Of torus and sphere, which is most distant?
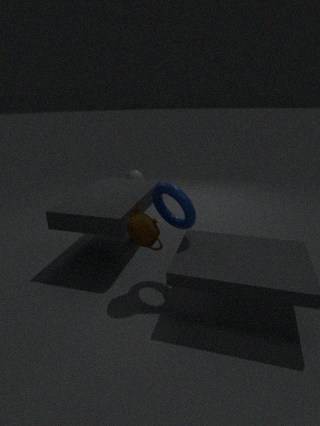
sphere
